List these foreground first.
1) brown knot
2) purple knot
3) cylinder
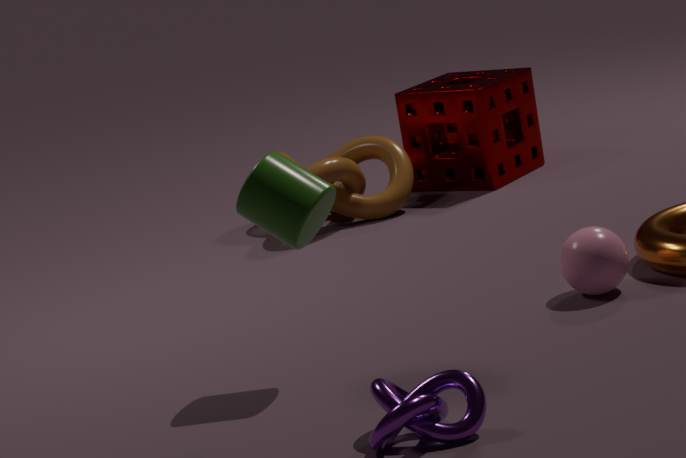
1. 2. purple knot
2. 3. cylinder
3. 1. brown knot
